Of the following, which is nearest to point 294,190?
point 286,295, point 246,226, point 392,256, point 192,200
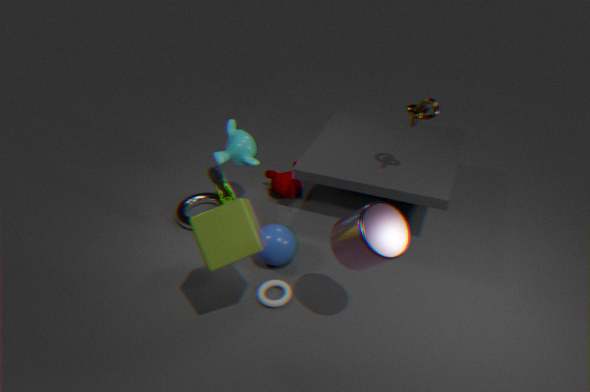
point 192,200
